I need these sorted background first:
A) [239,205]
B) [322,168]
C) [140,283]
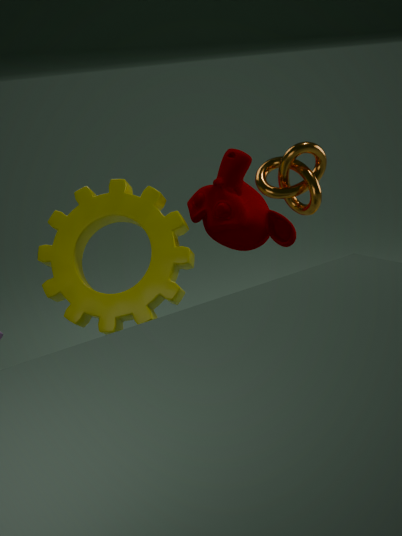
[239,205] → [322,168] → [140,283]
